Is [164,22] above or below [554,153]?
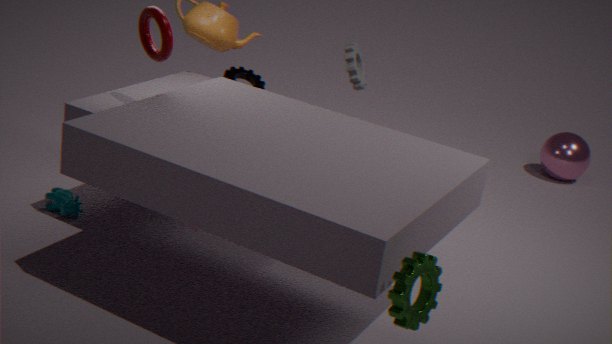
above
